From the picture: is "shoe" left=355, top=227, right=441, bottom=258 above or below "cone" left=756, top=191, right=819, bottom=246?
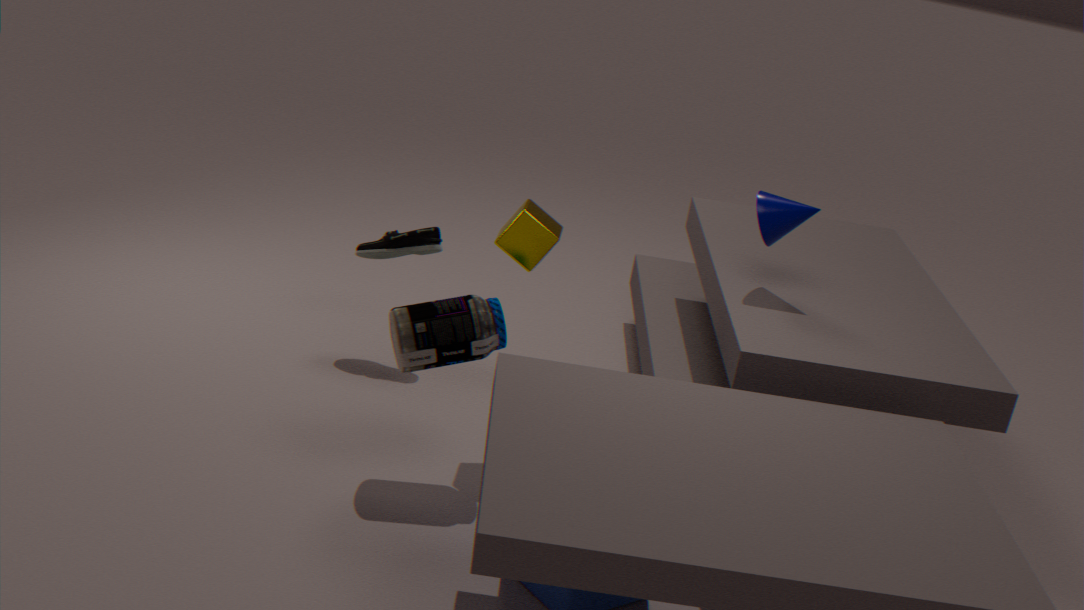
below
